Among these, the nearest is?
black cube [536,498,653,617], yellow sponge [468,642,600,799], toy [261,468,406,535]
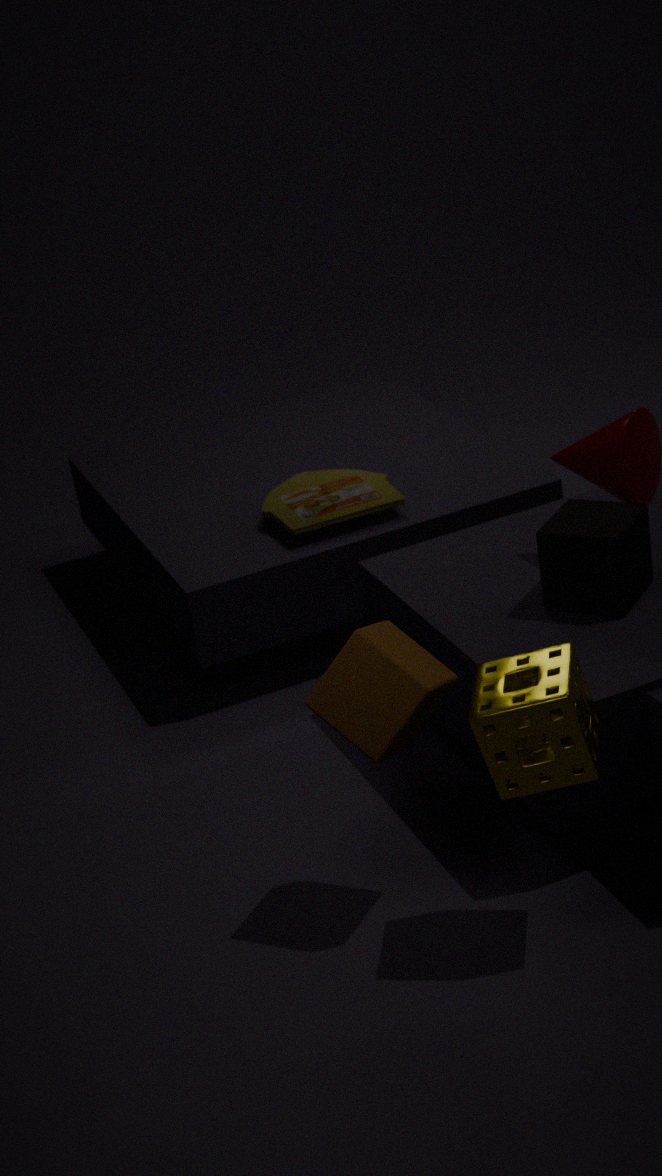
yellow sponge [468,642,600,799]
